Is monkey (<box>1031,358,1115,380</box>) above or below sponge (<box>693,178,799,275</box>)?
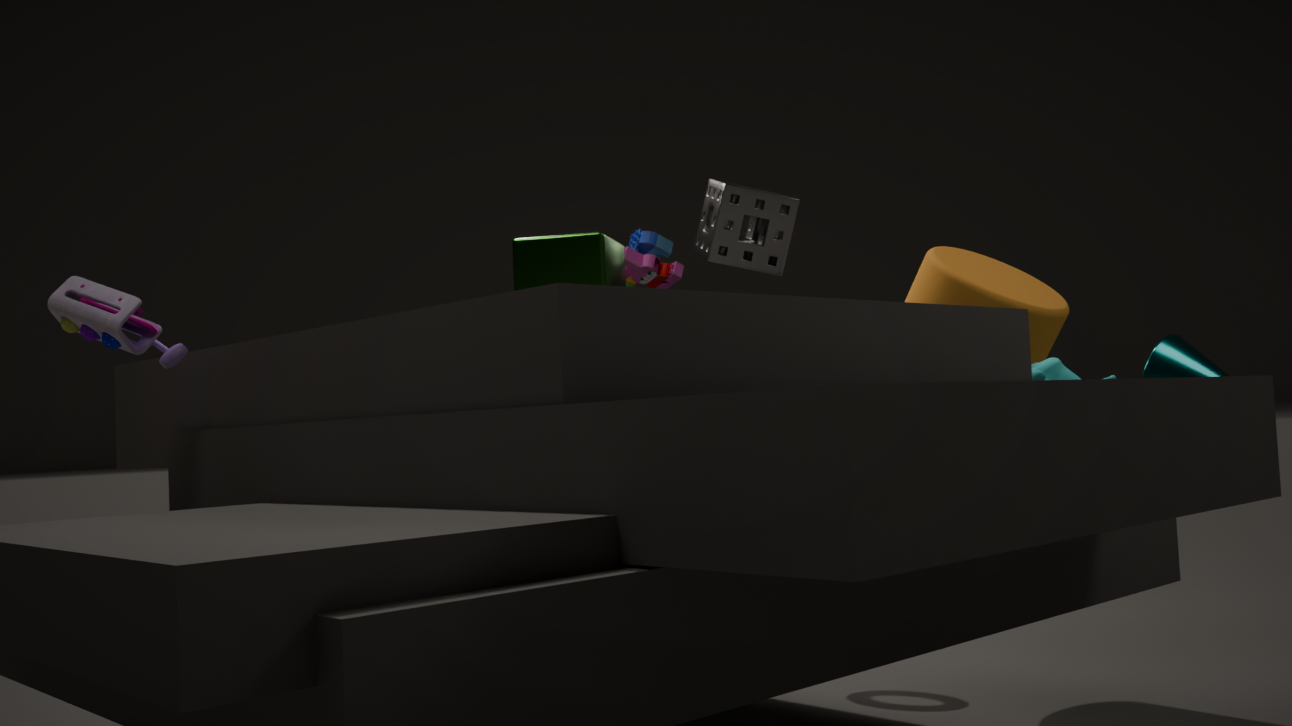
below
